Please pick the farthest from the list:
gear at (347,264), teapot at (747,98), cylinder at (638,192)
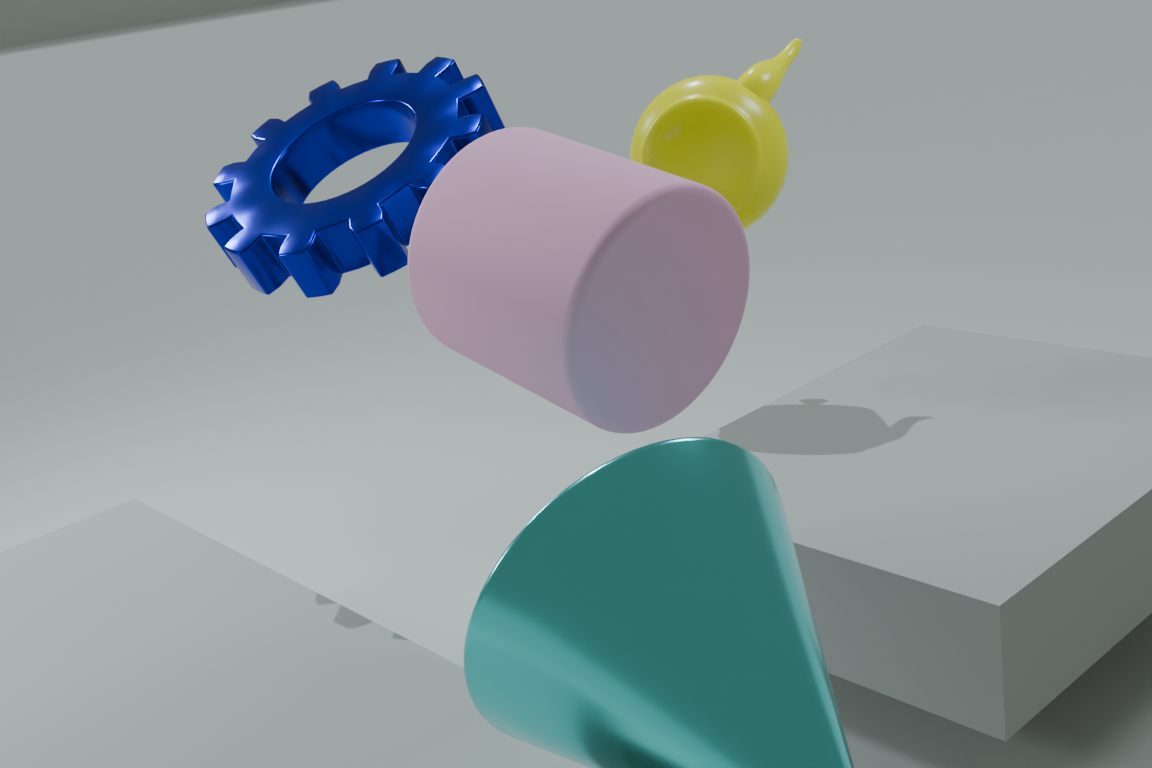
teapot at (747,98)
